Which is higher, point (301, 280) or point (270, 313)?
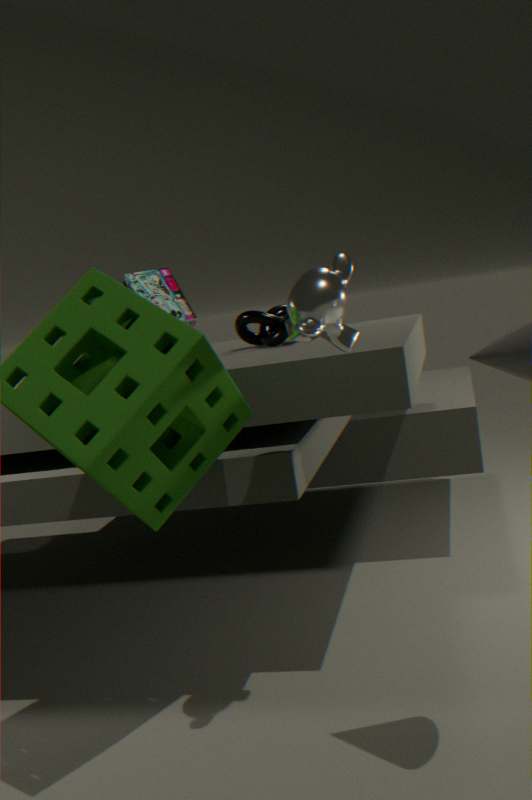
point (301, 280)
